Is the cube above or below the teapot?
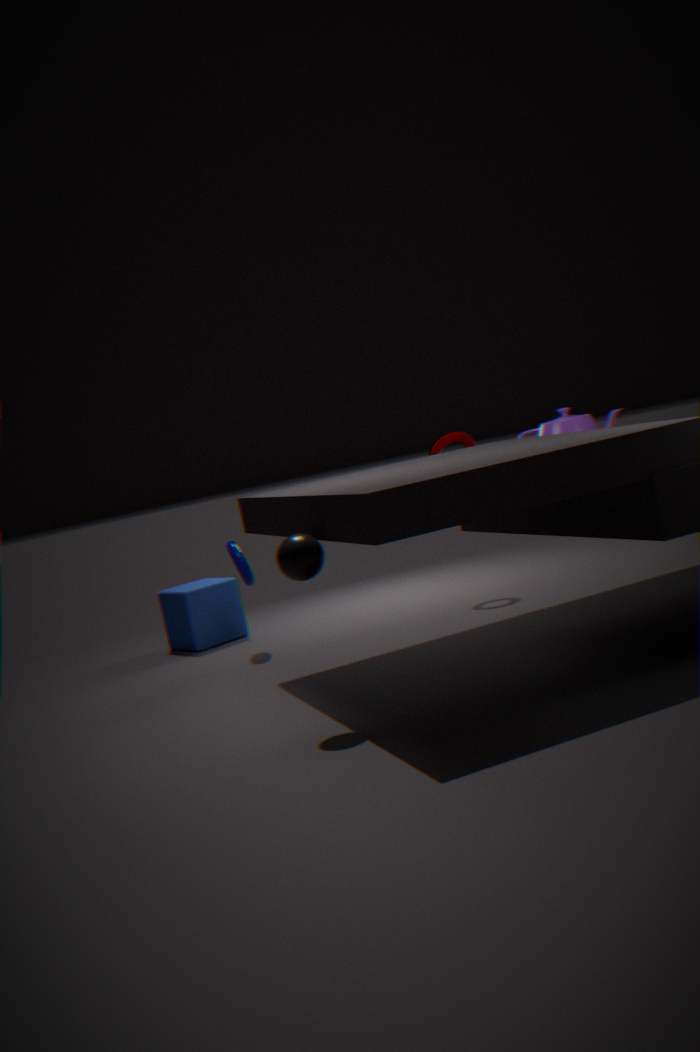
below
